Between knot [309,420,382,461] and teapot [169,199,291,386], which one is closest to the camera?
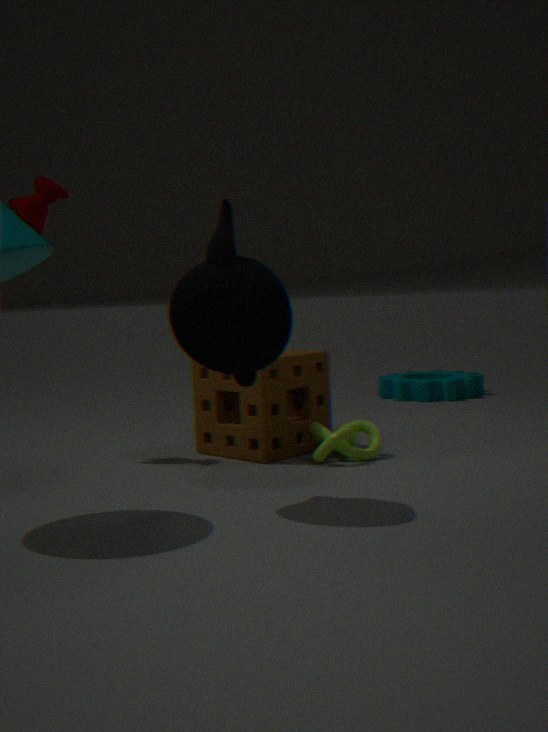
teapot [169,199,291,386]
